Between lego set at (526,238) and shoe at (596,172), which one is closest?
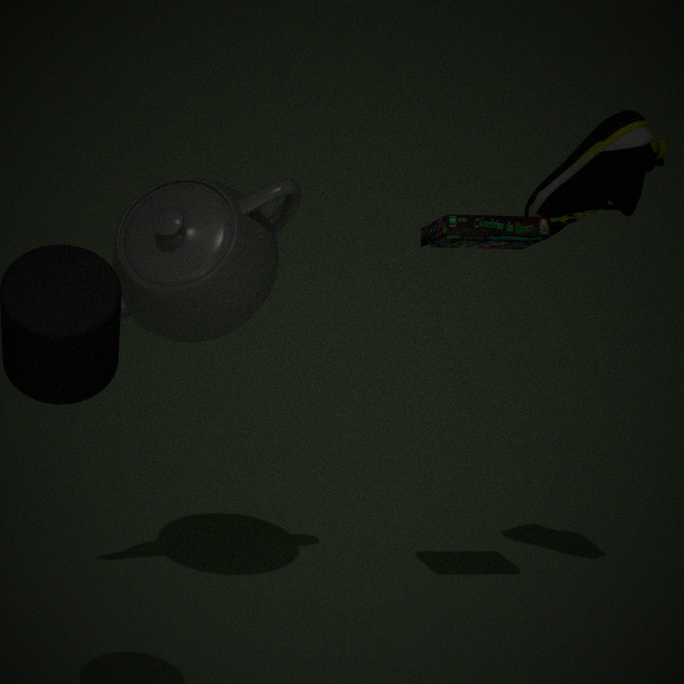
lego set at (526,238)
